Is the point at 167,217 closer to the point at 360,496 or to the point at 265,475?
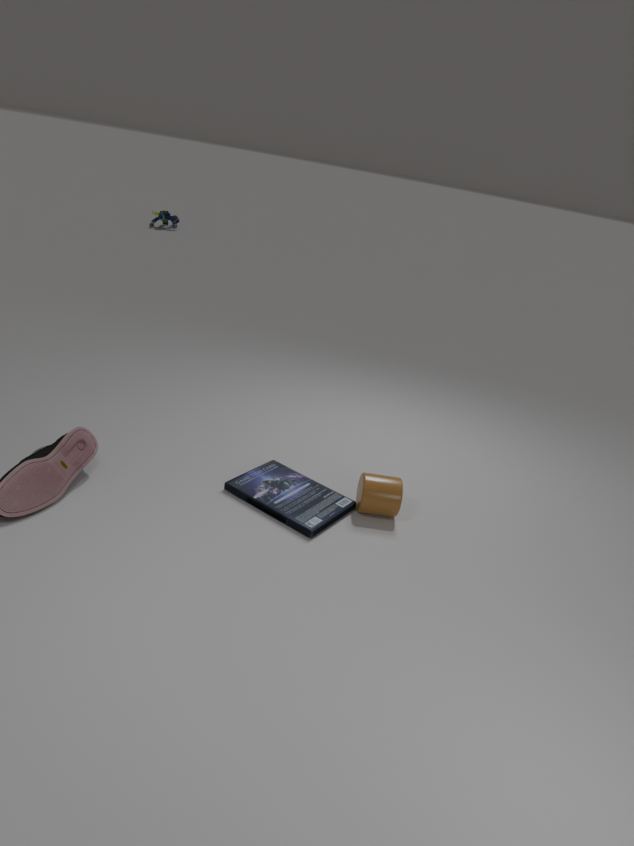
the point at 265,475
